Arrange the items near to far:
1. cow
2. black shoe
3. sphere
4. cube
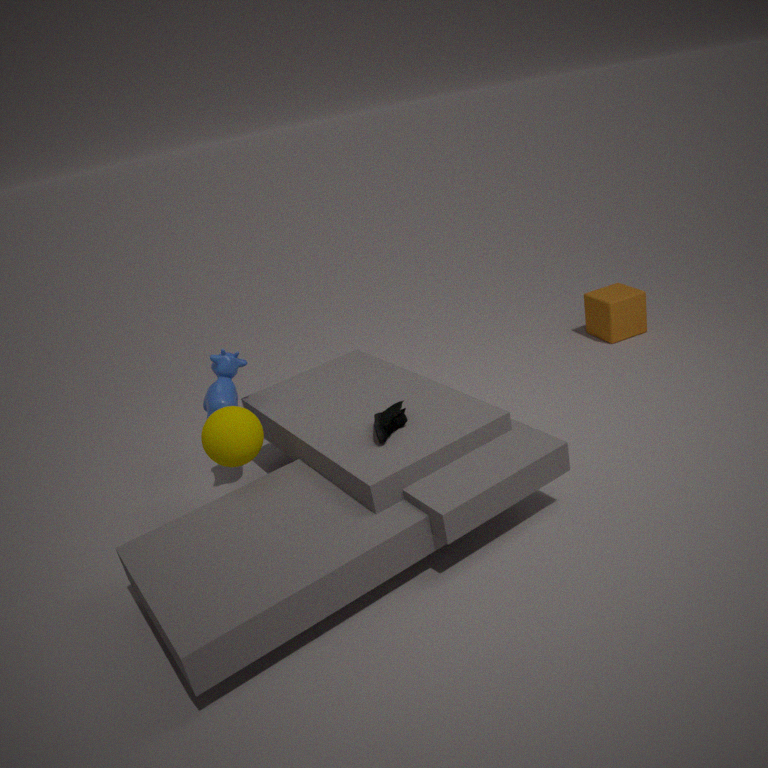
black shoe < sphere < cow < cube
